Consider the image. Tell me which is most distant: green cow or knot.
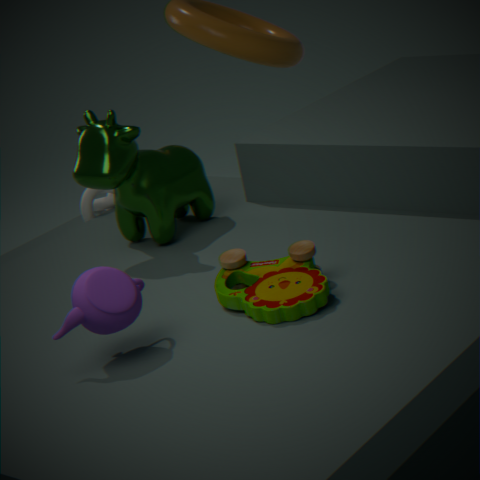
knot
